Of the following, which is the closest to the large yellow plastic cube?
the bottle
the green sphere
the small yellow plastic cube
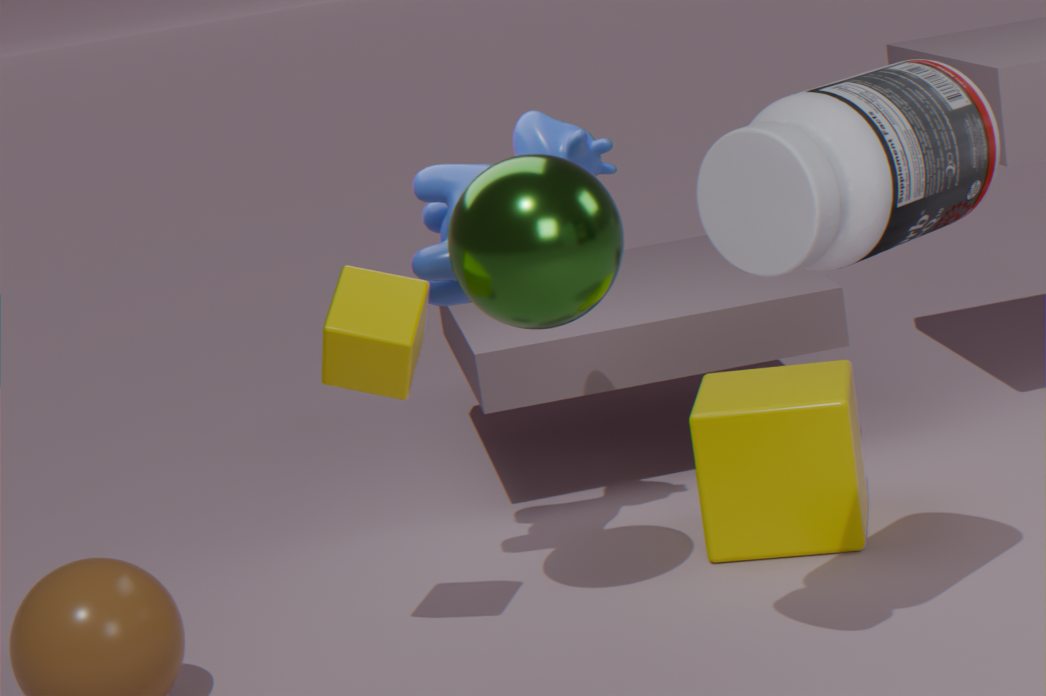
the green sphere
